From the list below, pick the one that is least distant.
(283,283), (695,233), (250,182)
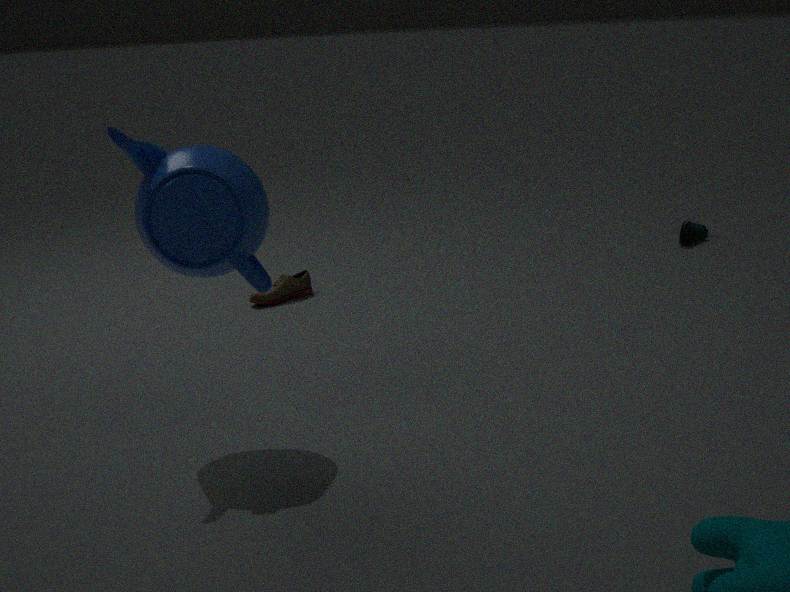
(250,182)
